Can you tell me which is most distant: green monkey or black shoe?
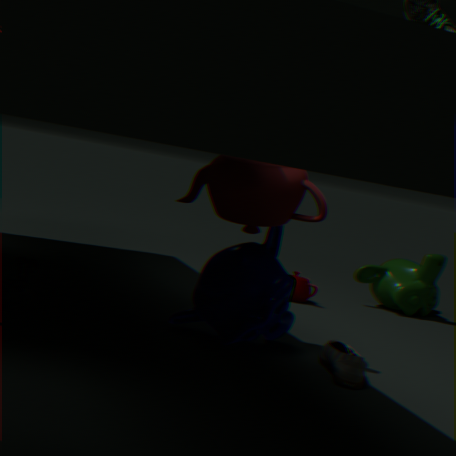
green monkey
